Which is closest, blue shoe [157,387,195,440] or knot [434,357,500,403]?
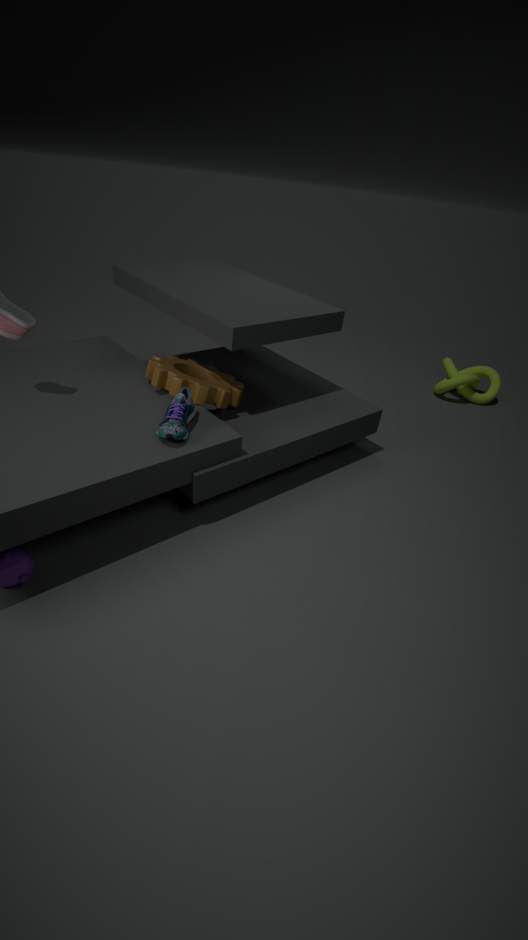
blue shoe [157,387,195,440]
